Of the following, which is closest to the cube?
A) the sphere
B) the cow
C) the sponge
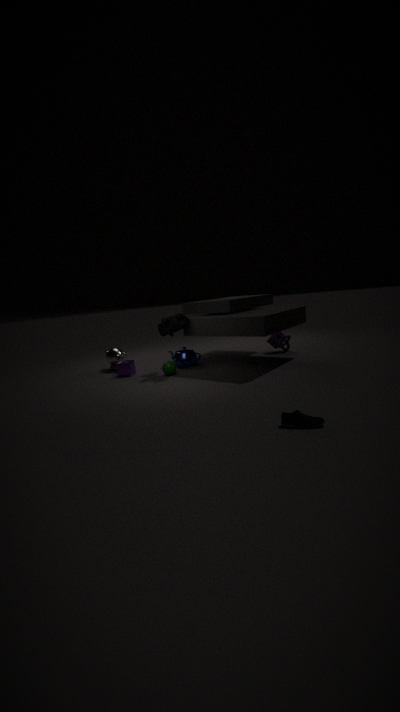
the sphere
